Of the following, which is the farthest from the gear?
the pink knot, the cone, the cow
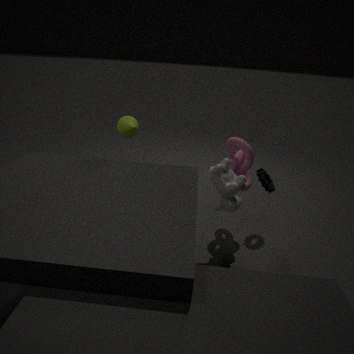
the cone
